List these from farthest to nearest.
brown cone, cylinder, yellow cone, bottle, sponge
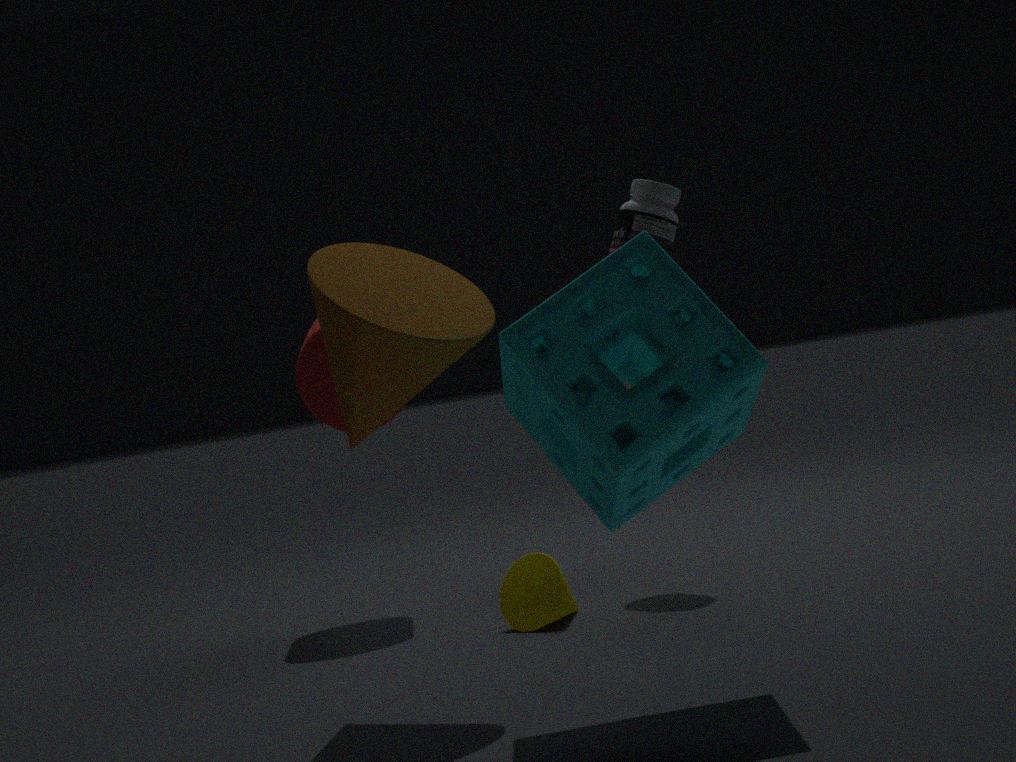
cylinder, bottle, yellow cone, brown cone, sponge
